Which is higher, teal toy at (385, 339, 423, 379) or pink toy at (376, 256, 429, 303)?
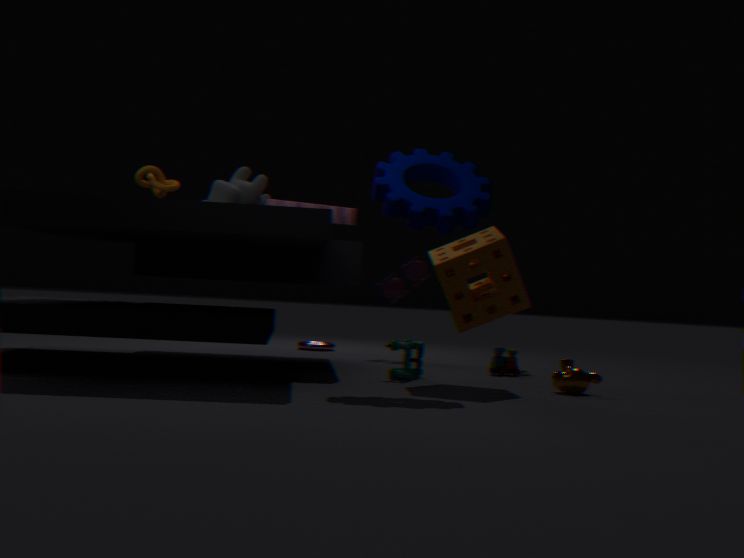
pink toy at (376, 256, 429, 303)
